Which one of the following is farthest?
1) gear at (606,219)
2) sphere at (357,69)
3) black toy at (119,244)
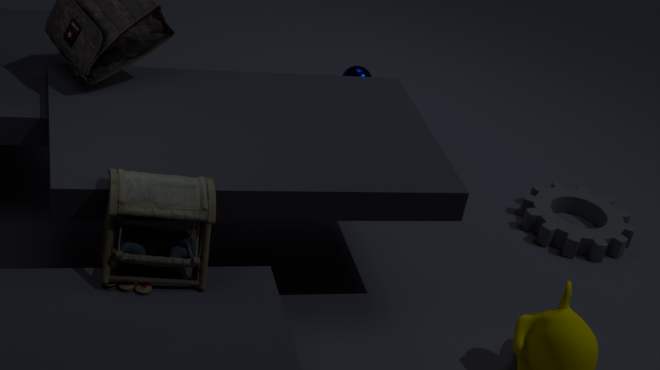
2. sphere at (357,69)
